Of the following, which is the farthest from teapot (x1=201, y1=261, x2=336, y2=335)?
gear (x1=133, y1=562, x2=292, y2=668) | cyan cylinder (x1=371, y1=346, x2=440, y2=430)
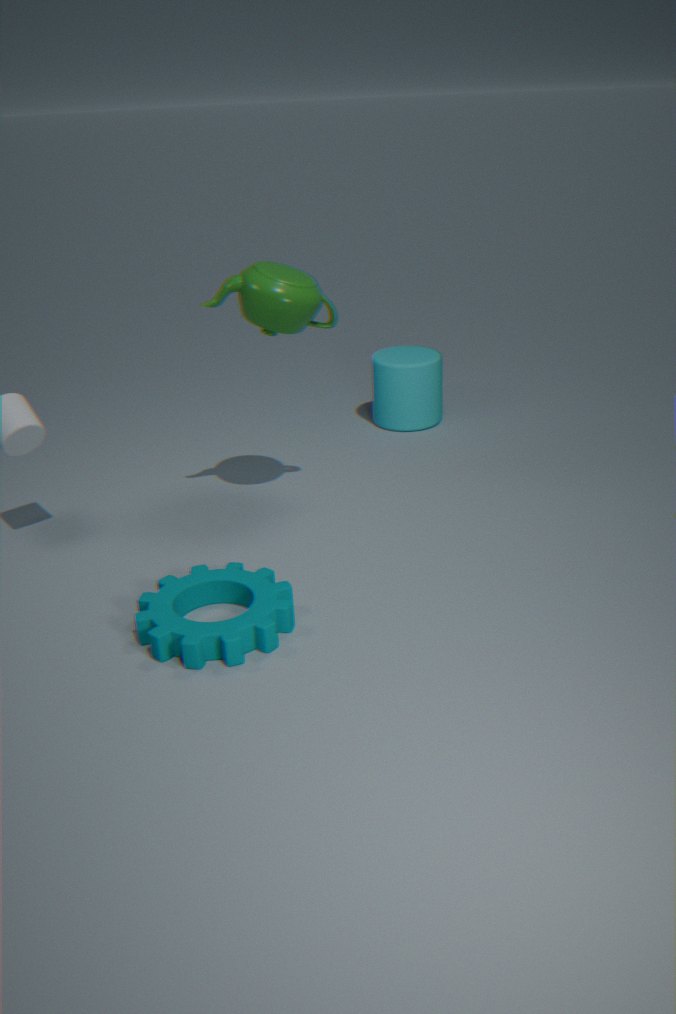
cyan cylinder (x1=371, y1=346, x2=440, y2=430)
